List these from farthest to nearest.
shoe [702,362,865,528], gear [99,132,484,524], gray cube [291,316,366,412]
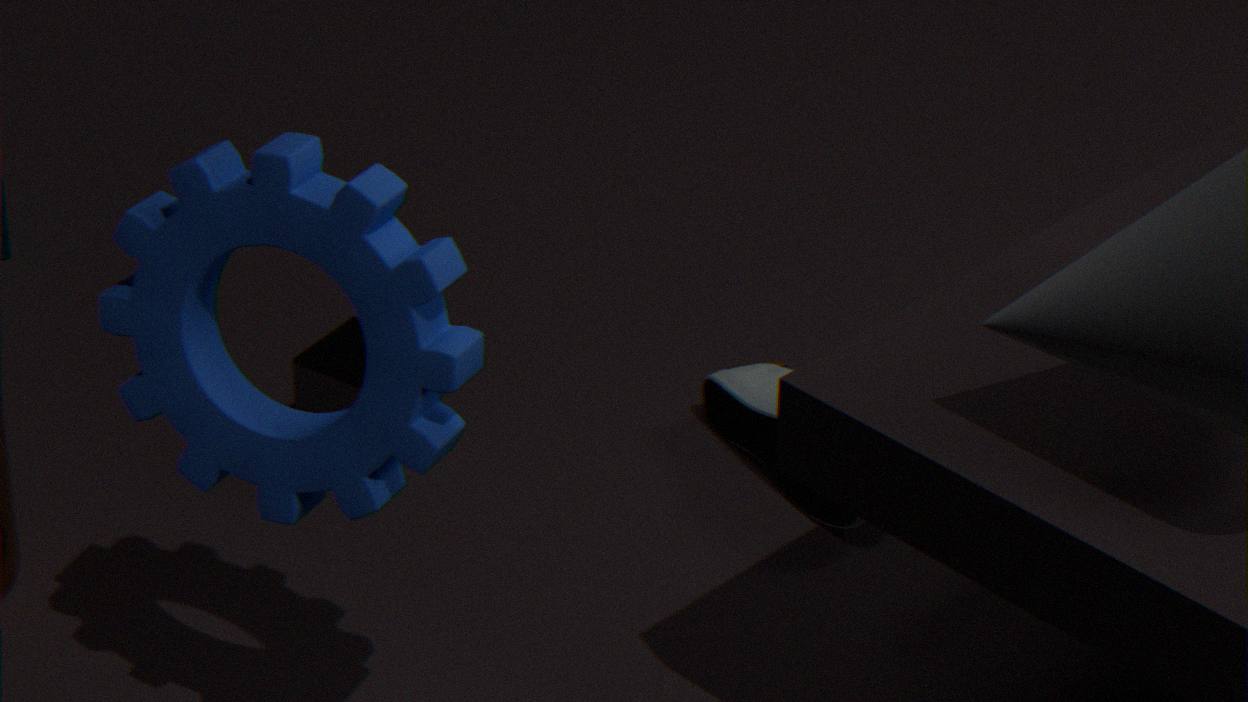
1. gray cube [291,316,366,412]
2. shoe [702,362,865,528]
3. gear [99,132,484,524]
